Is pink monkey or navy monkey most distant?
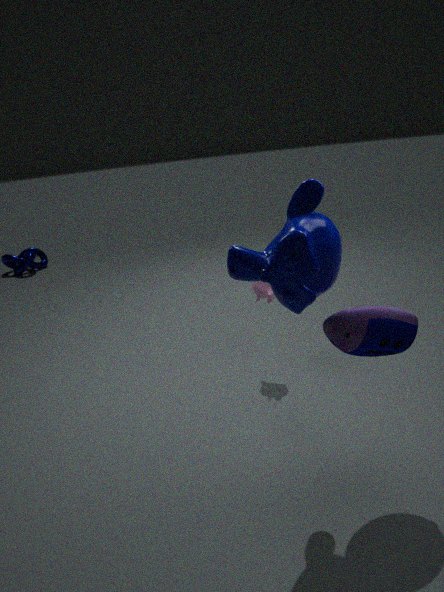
pink monkey
